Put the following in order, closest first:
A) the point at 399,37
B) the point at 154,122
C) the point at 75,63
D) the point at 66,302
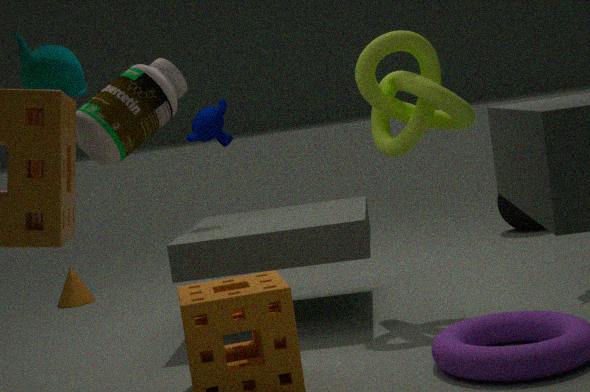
the point at 75,63 < the point at 154,122 < the point at 399,37 < the point at 66,302
